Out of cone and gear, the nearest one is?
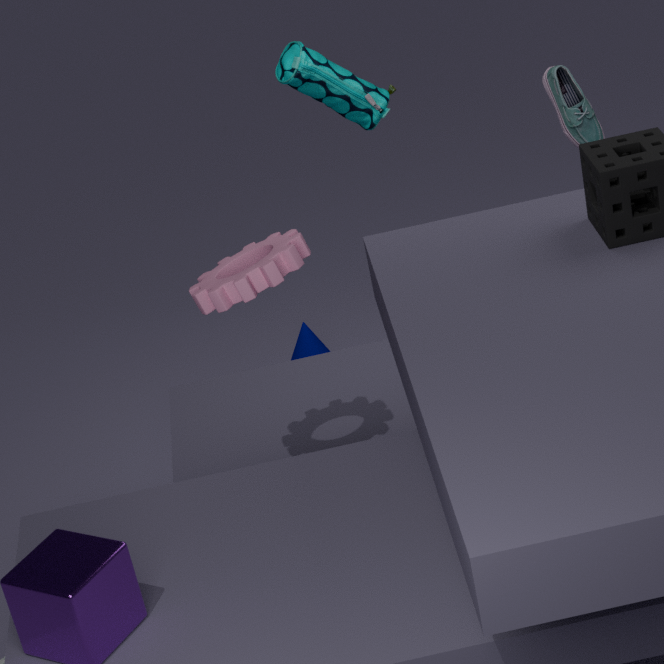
gear
